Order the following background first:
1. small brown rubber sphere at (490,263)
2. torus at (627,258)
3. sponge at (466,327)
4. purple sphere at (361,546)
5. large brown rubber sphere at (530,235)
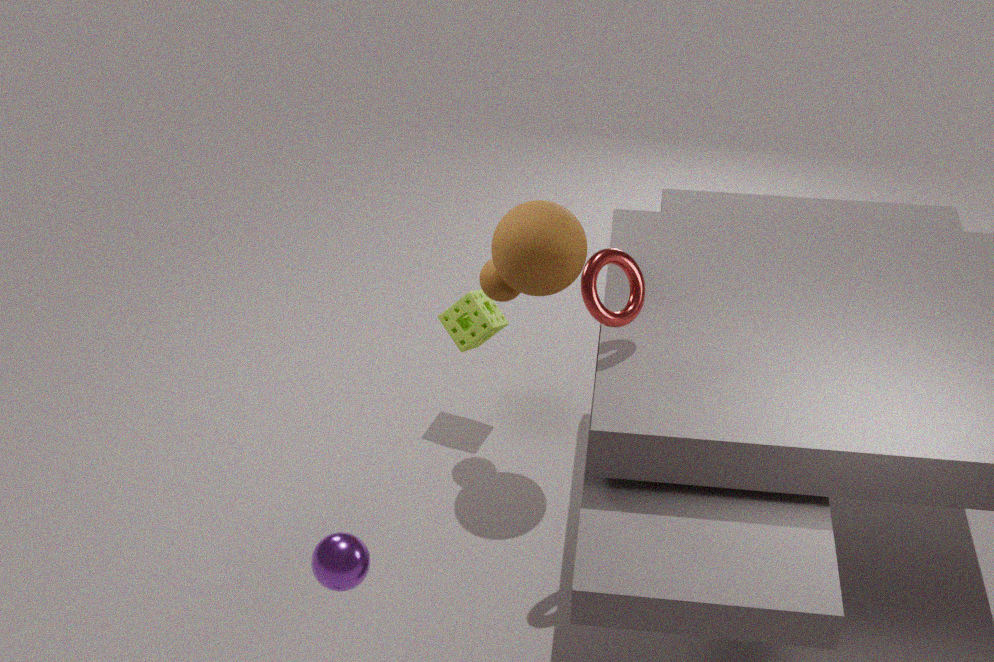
1. sponge at (466,327)
2. small brown rubber sphere at (490,263)
3. large brown rubber sphere at (530,235)
4. torus at (627,258)
5. purple sphere at (361,546)
